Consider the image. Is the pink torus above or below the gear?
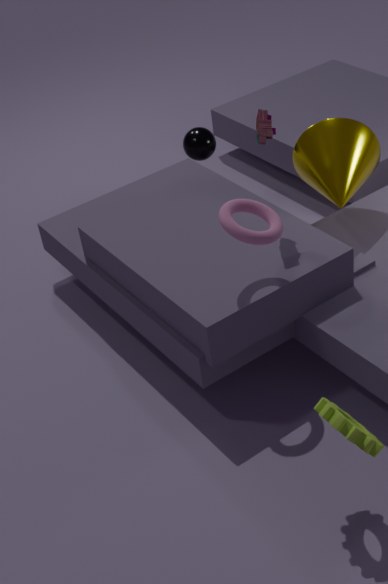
above
